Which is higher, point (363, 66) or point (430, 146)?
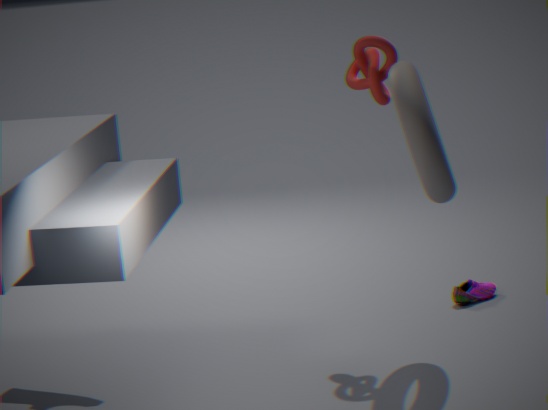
point (363, 66)
